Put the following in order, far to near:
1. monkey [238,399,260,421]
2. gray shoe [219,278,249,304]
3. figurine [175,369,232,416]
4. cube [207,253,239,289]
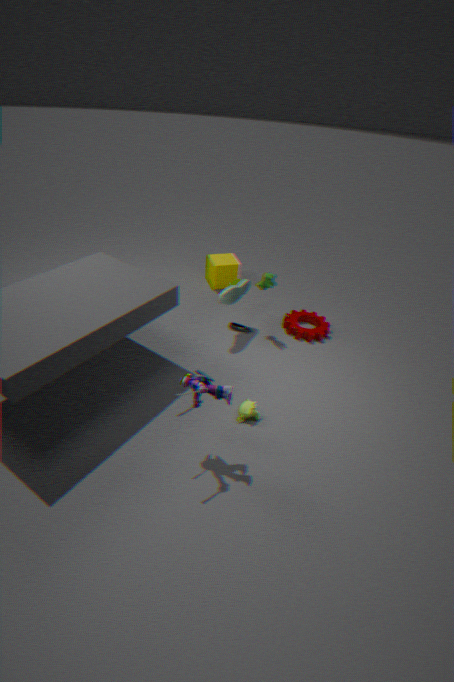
1. cube [207,253,239,289]
2. gray shoe [219,278,249,304]
3. monkey [238,399,260,421]
4. figurine [175,369,232,416]
